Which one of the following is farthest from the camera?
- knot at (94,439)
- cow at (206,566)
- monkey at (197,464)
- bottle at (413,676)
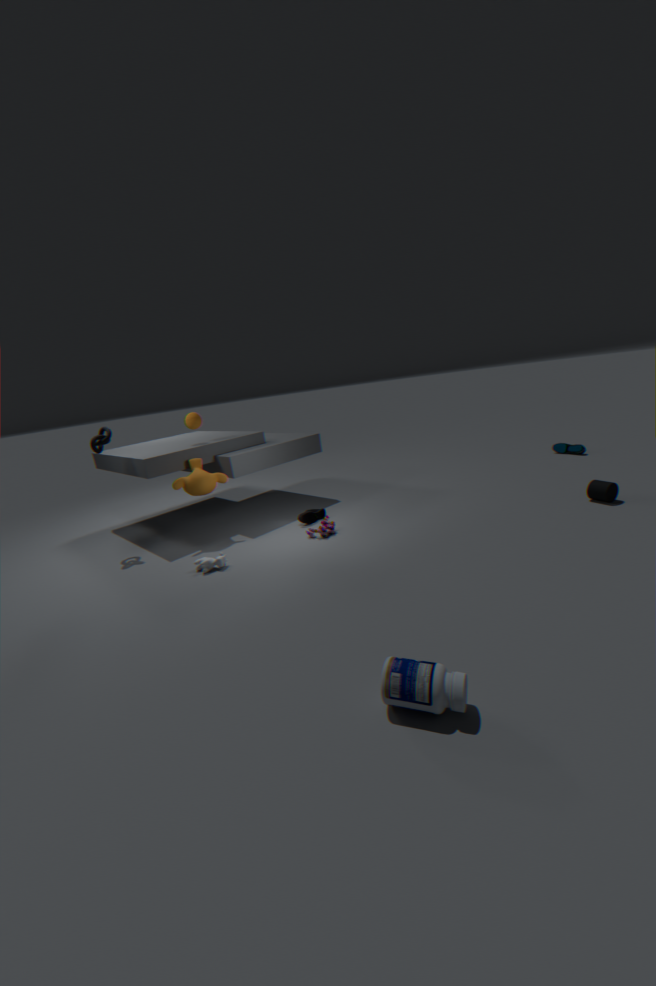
monkey at (197,464)
